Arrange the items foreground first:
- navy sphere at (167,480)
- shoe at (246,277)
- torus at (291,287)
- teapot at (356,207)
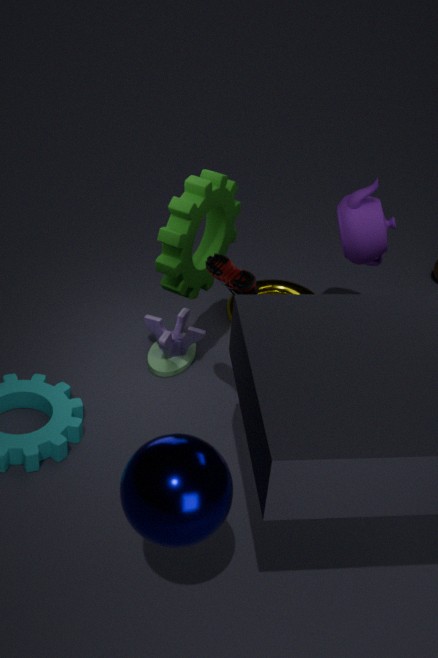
Answer: navy sphere at (167,480) → shoe at (246,277) → teapot at (356,207) → torus at (291,287)
